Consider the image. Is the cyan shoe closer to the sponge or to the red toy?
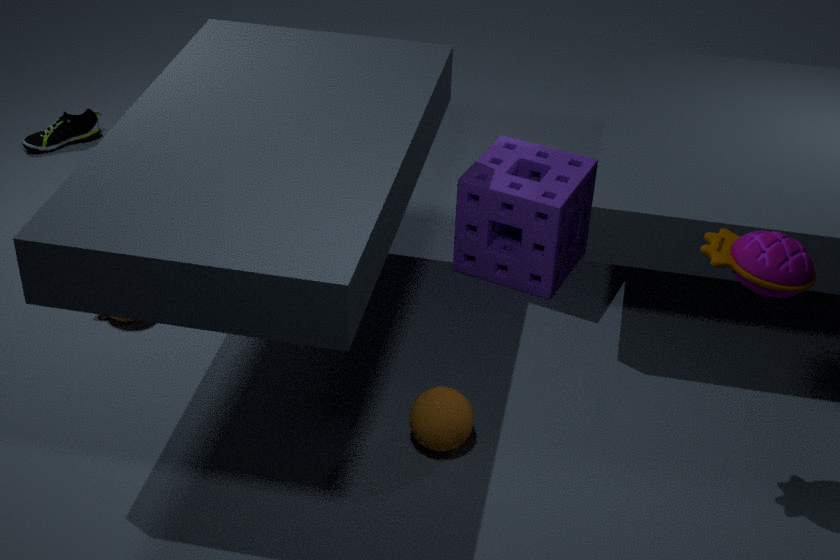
the sponge
